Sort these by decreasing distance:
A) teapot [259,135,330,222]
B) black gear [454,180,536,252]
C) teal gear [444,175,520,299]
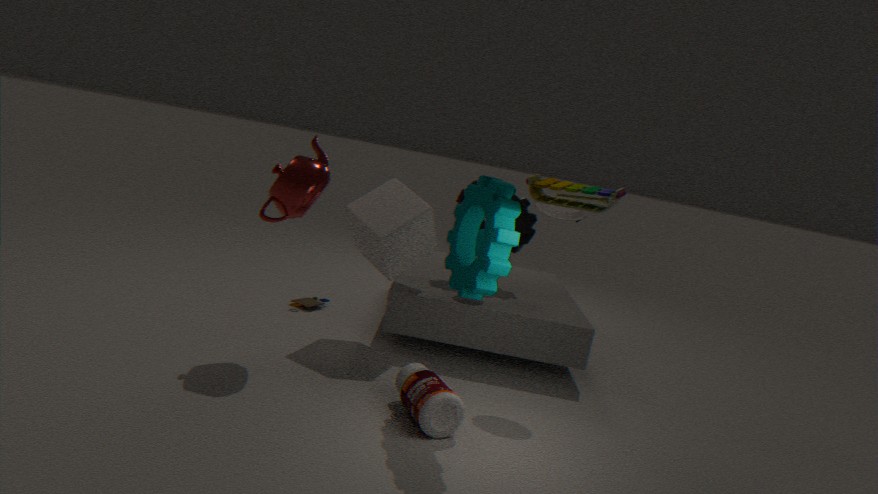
black gear [454,180,536,252], teapot [259,135,330,222], teal gear [444,175,520,299]
